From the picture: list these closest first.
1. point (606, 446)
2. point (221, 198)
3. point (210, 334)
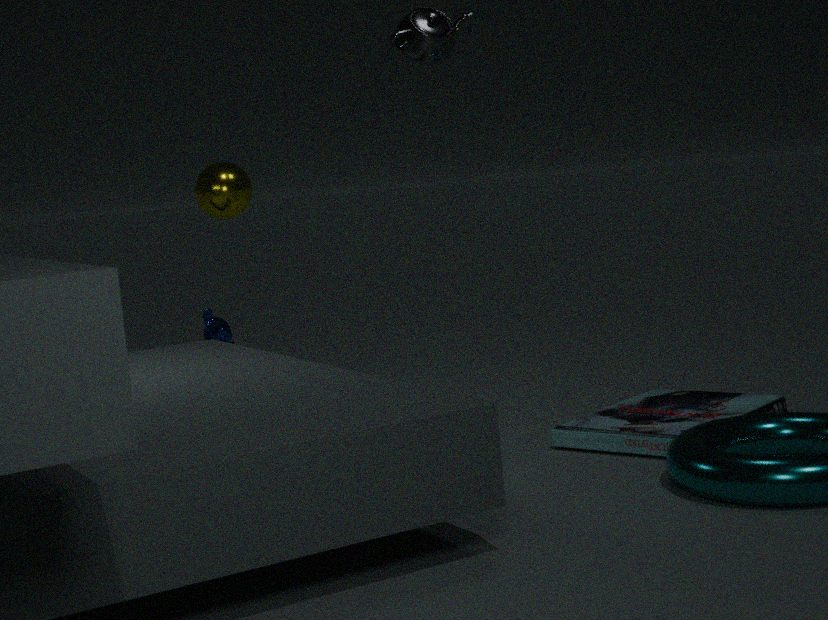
point (606, 446), point (221, 198), point (210, 334)
